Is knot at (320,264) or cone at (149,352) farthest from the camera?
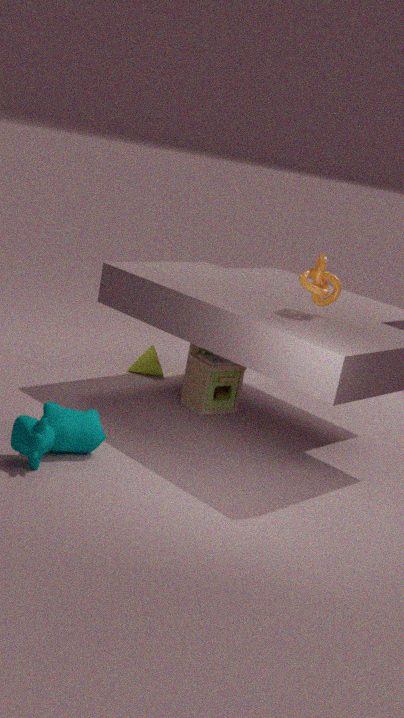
cone at (149,352)
